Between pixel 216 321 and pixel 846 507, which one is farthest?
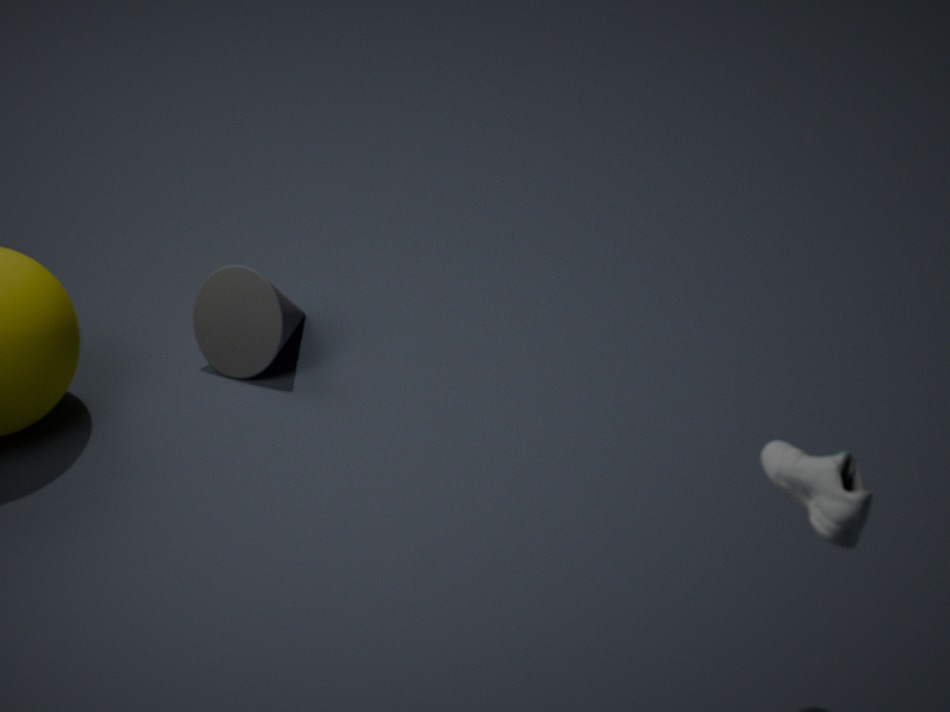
pixel 216 321
